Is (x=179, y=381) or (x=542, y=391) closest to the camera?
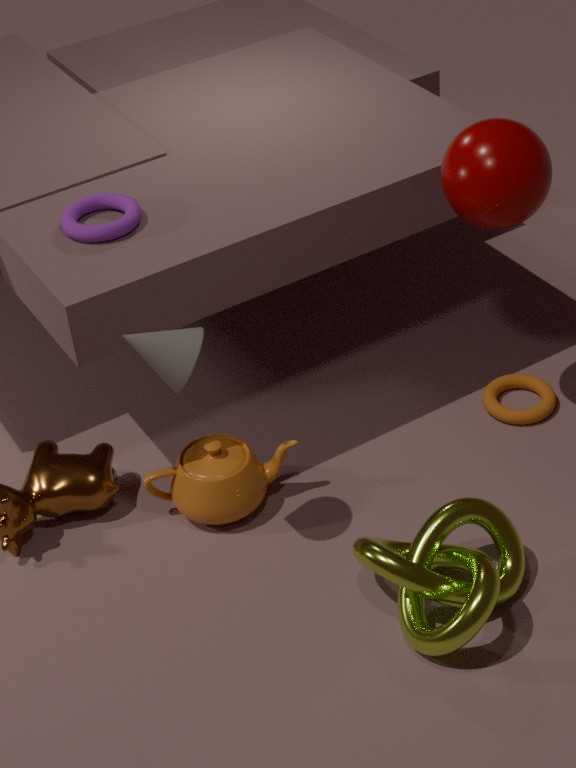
(x=179, y=381)
